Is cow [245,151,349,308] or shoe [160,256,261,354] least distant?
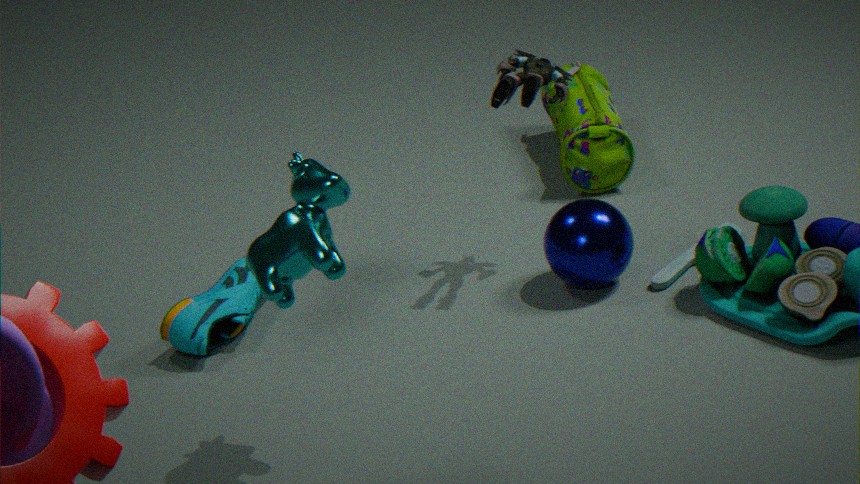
cow [245,151,349,308]
